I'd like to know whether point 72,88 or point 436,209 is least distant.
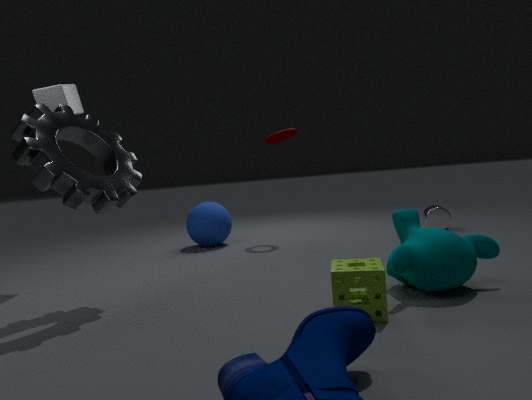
point 72,88
